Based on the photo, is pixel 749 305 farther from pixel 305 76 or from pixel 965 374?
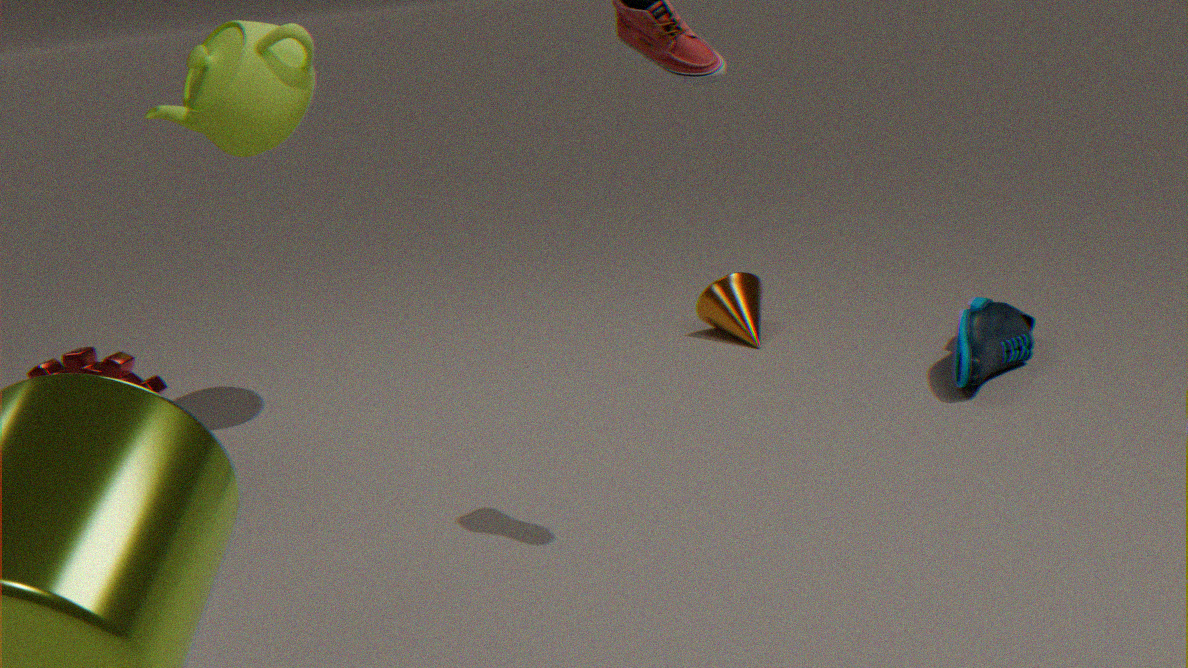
pixel 305 76
